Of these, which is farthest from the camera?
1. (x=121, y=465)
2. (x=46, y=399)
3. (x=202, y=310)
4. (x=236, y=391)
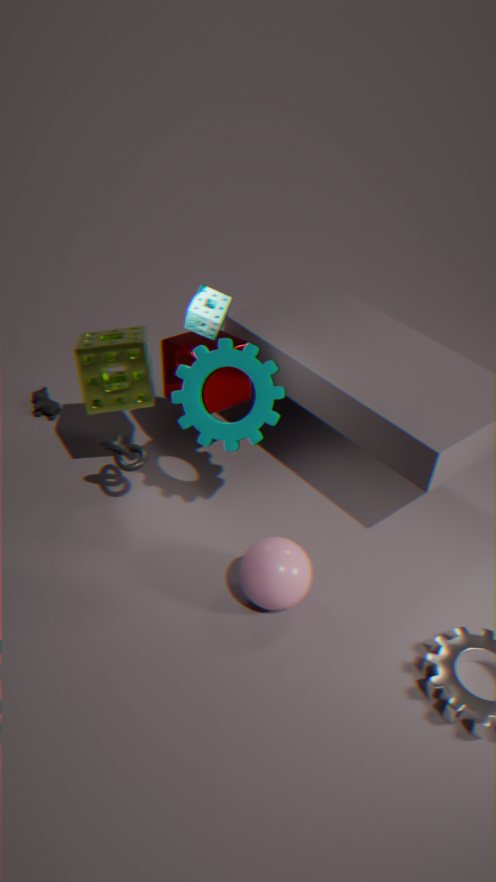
(x=46, y=399)
